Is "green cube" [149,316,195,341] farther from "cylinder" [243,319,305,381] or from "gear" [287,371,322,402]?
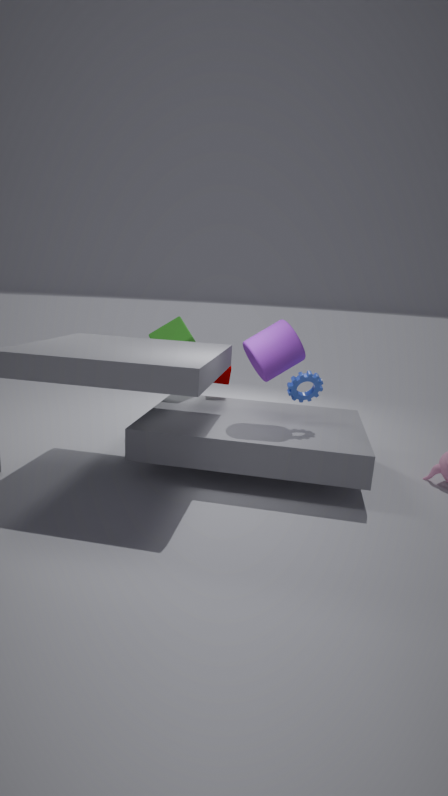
"gear" [287,371,322,402]
